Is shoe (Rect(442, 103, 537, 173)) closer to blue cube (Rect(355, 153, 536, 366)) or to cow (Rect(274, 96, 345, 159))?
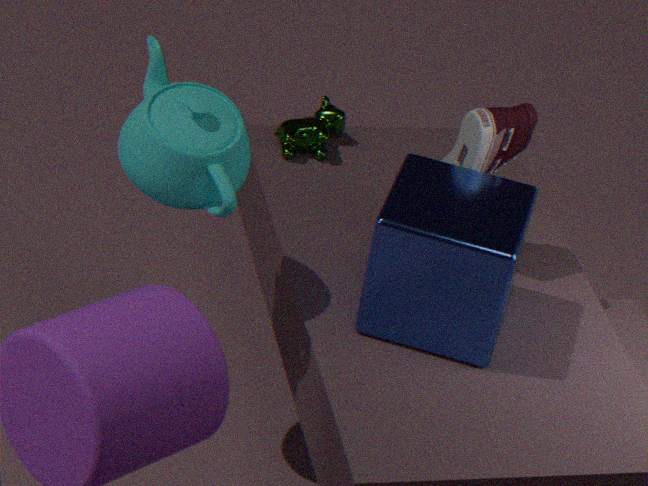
blue cube (Rect(355, 153, 536, 366))
